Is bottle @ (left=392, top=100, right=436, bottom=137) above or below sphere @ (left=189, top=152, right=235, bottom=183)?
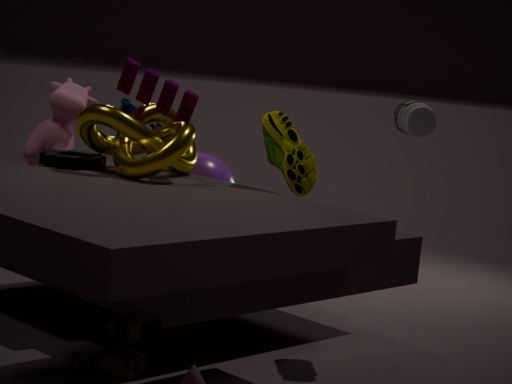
above
